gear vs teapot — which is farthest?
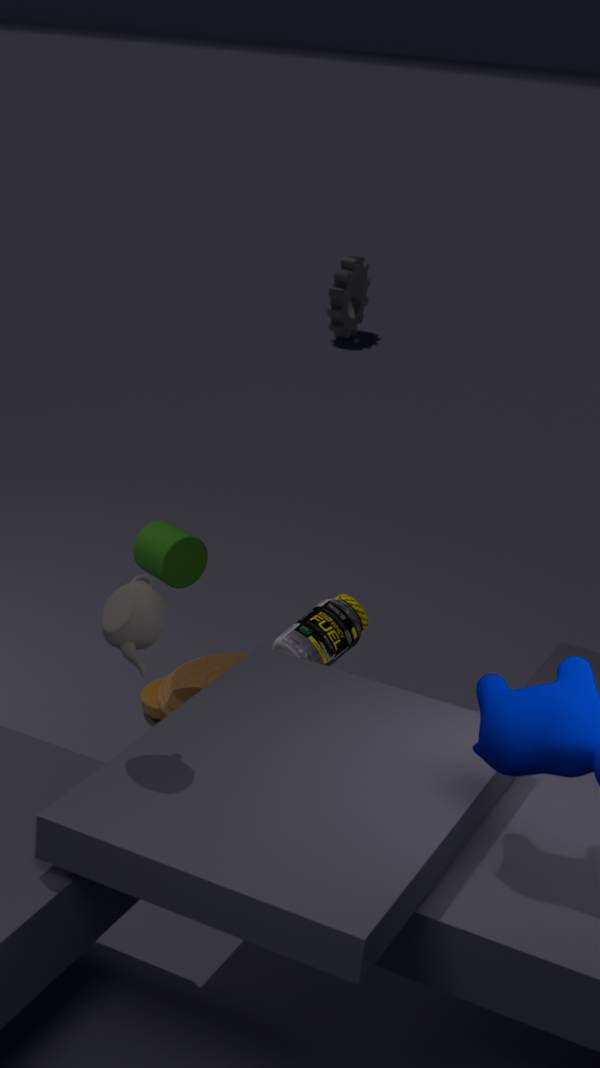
gear
